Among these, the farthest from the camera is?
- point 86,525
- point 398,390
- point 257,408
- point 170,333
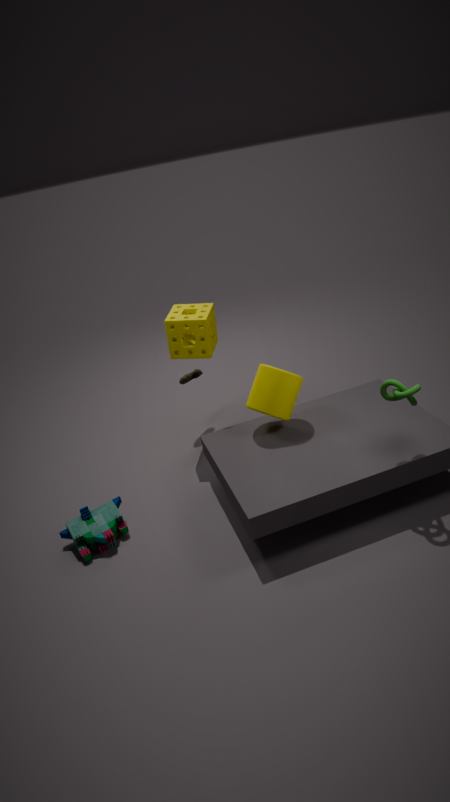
point 170,333
